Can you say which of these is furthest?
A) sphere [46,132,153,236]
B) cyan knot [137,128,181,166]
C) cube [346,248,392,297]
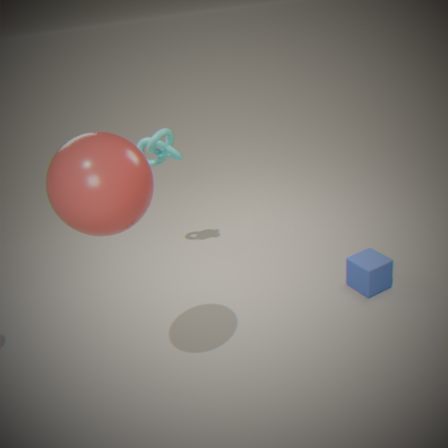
cyan knot [137,128,181,166]
